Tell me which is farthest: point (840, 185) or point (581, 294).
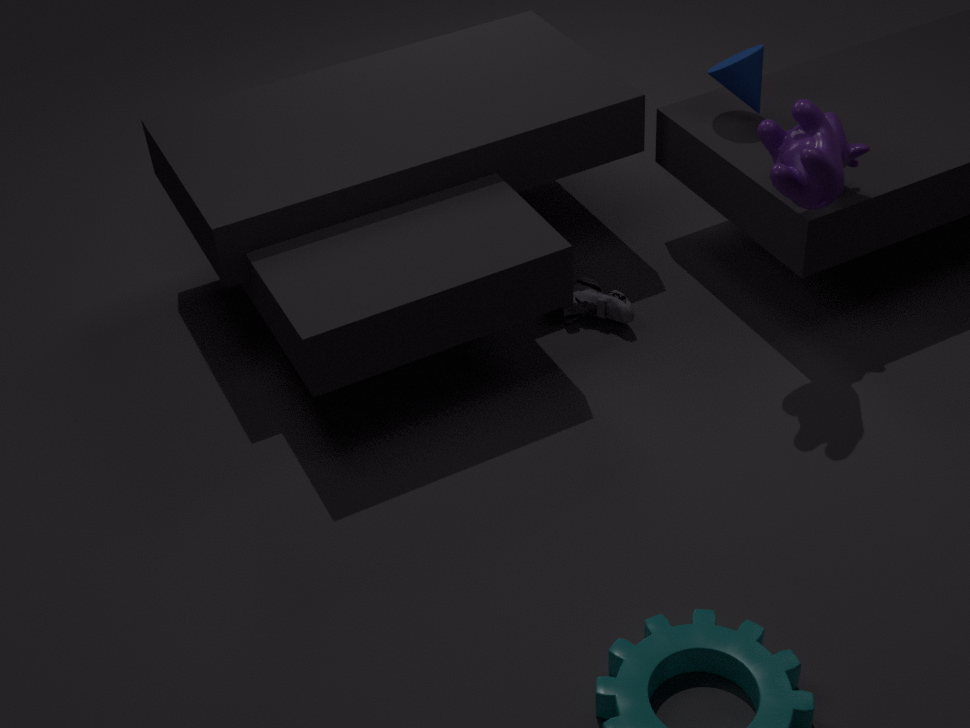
point (581, 294)
